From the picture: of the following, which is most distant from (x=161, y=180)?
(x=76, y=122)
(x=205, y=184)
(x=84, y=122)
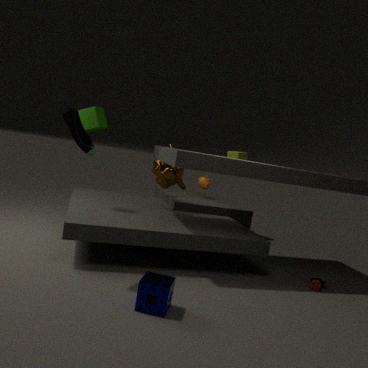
(x=76, y=122)
